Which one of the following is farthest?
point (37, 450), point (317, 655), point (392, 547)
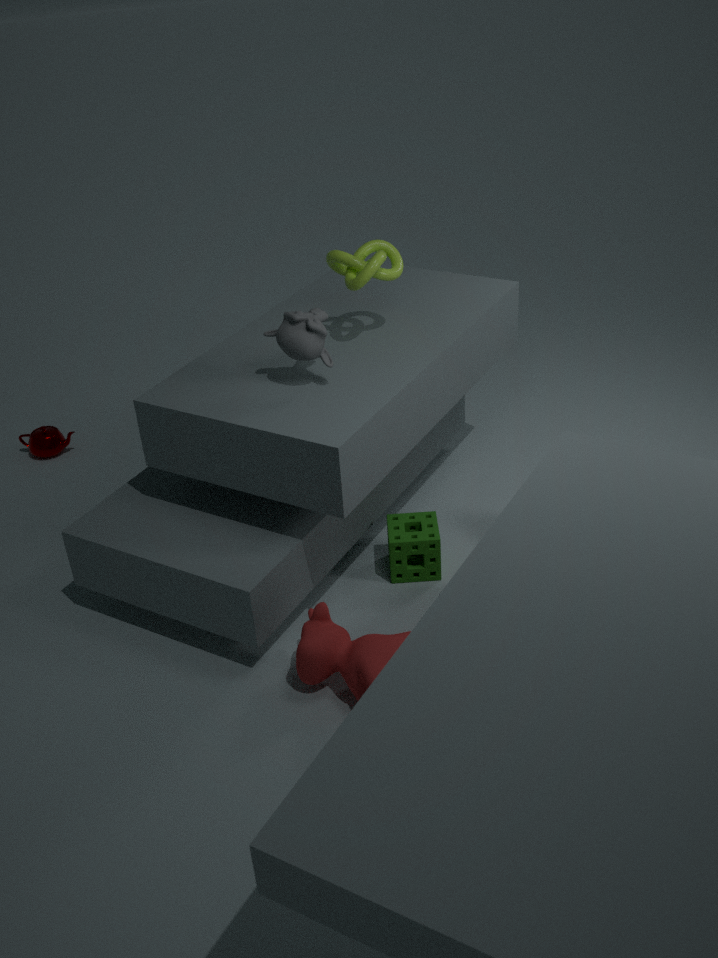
point (37, 450)
